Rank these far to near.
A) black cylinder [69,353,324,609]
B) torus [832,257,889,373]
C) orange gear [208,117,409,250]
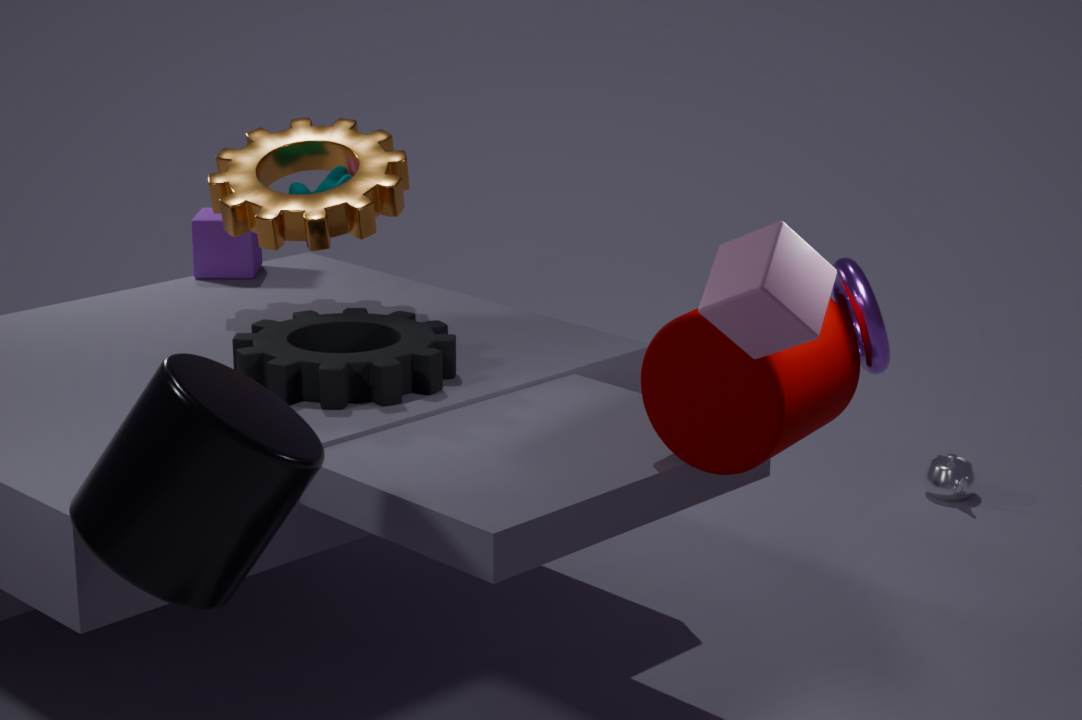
orange gear [208,117,409,250]
torus [832,257,889,373]
black cylinder [69,353,324,609]
